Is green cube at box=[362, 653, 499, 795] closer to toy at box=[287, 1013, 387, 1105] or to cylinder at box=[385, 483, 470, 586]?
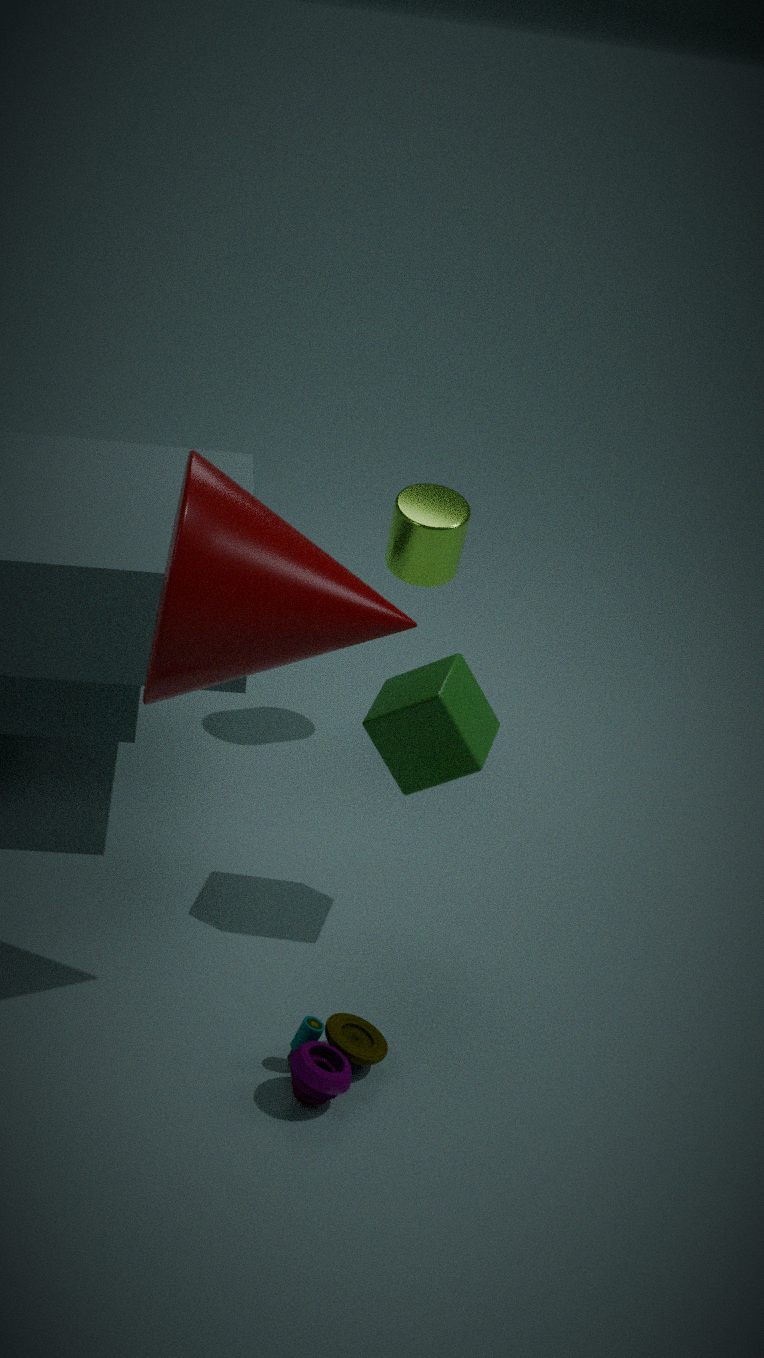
toy at box=[287, 1013, 387, 1105]
